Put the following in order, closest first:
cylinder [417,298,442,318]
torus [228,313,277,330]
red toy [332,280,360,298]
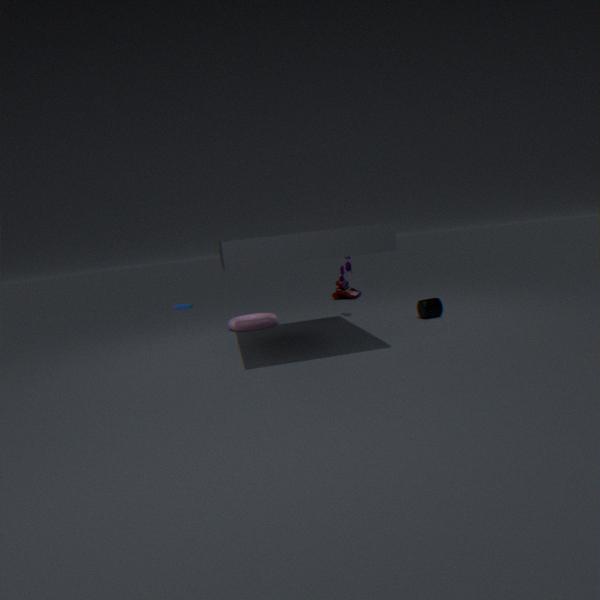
cylinder [417,298,442,318], torus [228,313,277,330], red toy [332,280,360,298]
